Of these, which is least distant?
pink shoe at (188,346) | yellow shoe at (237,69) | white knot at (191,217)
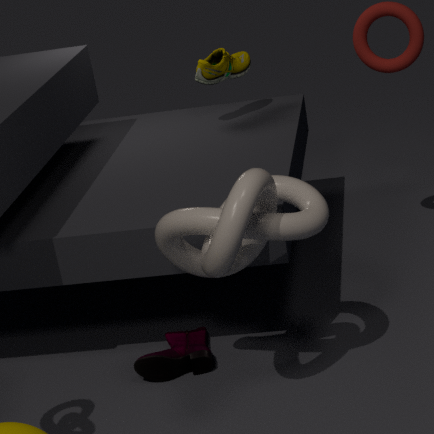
white knot at (191,217)
